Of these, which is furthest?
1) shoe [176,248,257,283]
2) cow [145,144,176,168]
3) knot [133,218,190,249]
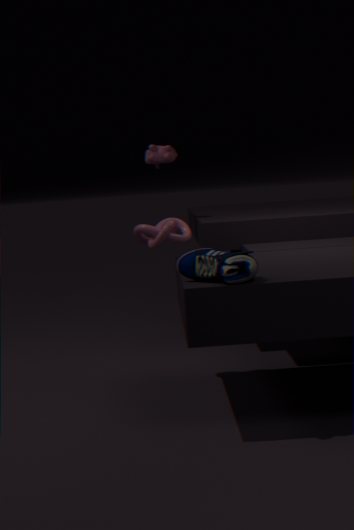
2. cow [145,144,176,168]
